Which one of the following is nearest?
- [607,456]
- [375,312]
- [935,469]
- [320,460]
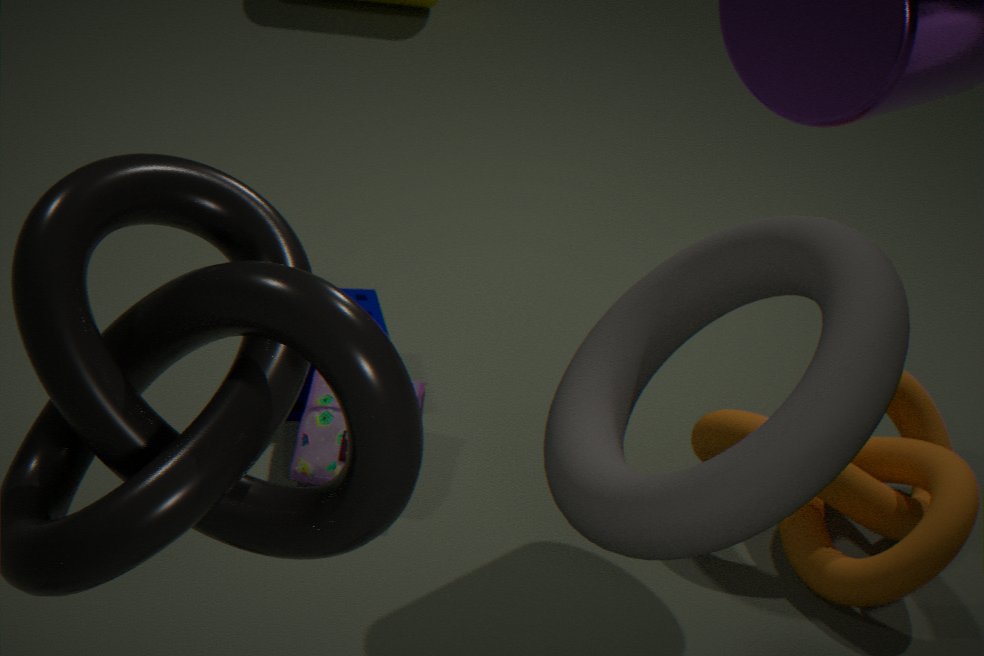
[607,456]
